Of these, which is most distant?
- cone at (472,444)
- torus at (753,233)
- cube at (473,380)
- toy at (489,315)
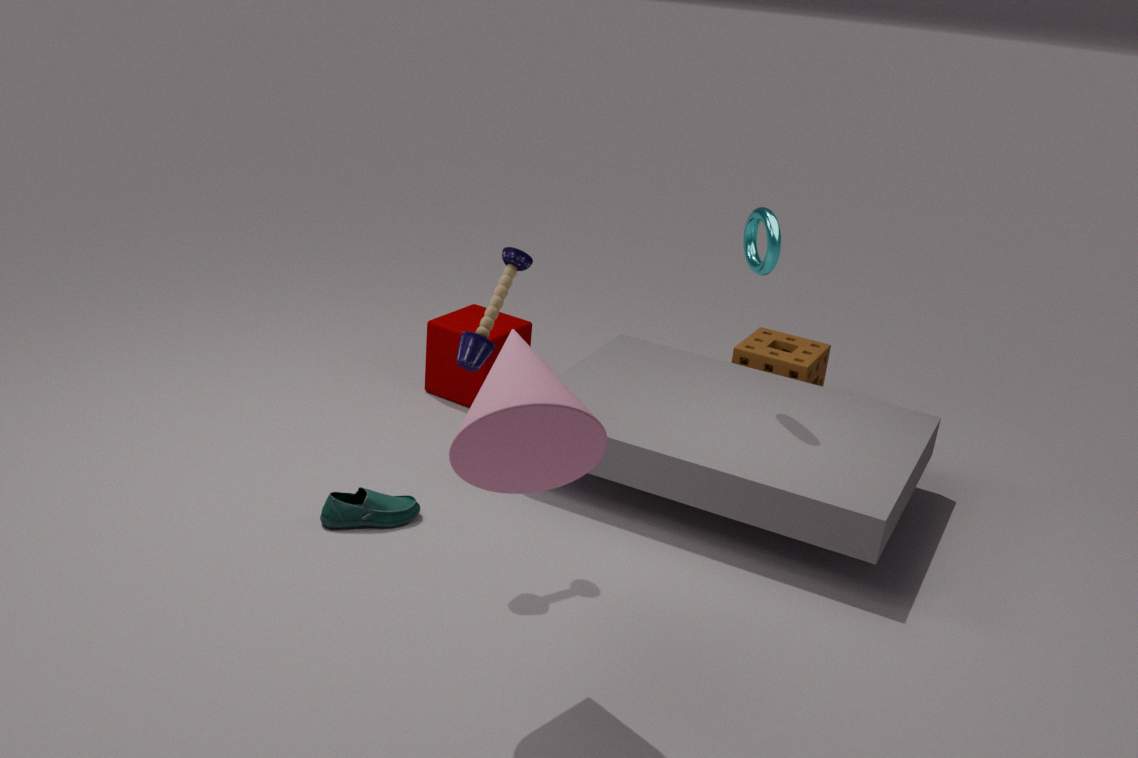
cube at (473,380)
